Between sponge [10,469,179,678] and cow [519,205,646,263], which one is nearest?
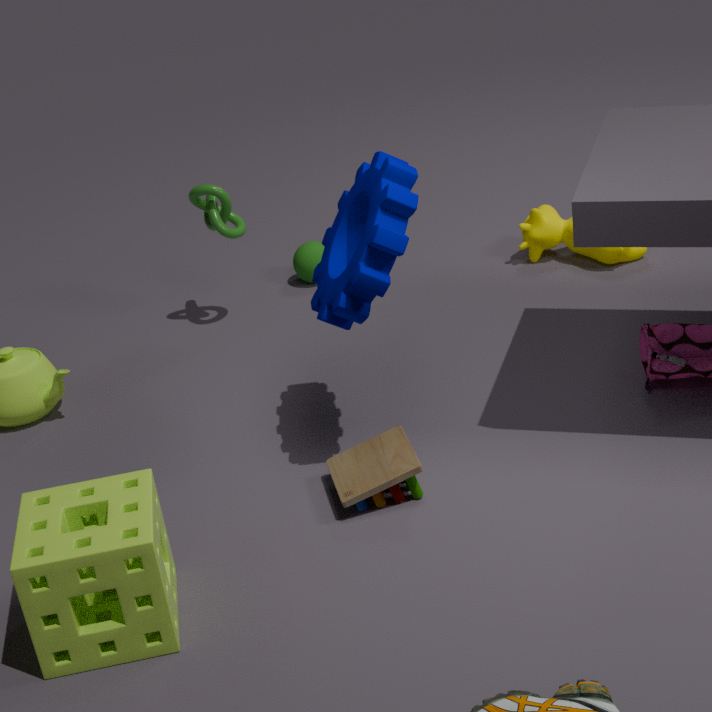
sponge [10,469,179,678]
